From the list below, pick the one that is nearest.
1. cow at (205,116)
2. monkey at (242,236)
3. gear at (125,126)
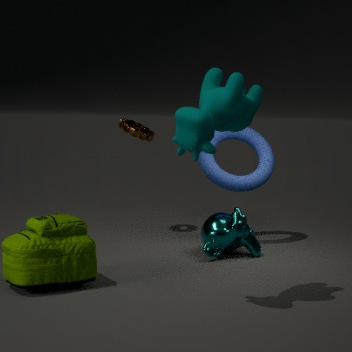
cow at (205,116)
